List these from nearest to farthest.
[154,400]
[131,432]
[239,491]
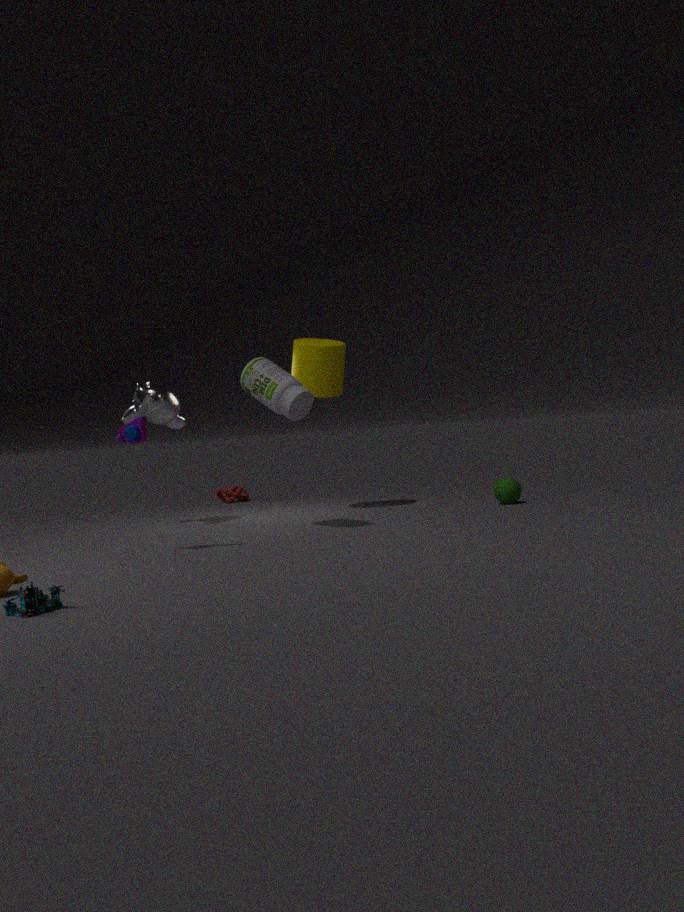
[131,432] → [154,400] → [239,491]
